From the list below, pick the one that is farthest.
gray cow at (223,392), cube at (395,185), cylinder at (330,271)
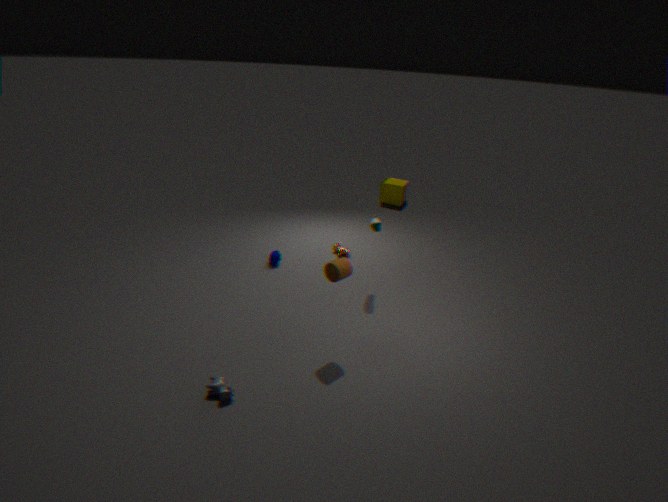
cube at (395,185)
